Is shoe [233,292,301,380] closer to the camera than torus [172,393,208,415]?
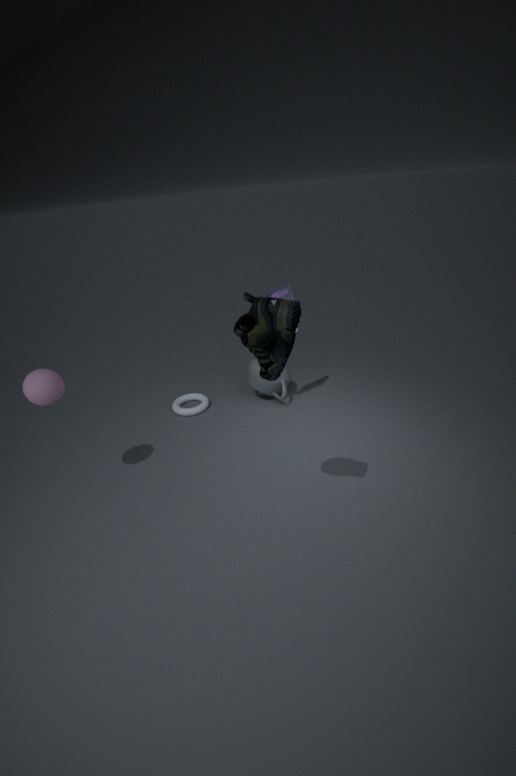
Yes
